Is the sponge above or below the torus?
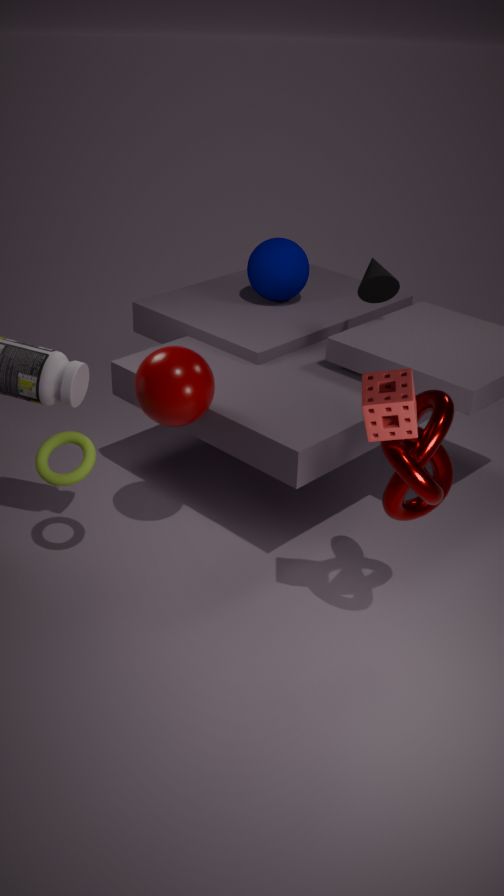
above
